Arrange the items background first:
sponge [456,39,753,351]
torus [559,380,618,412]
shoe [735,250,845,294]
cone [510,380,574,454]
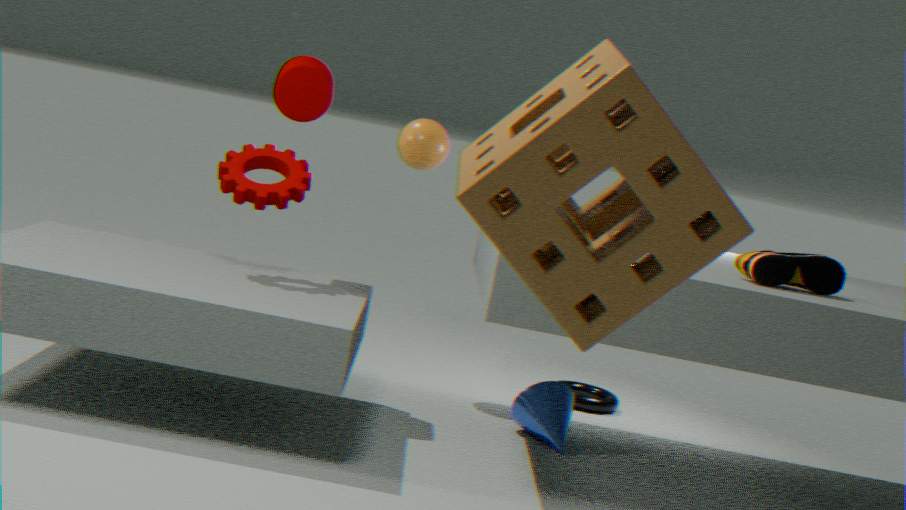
torus [559,380,618,412] < cone [510,380,574,454] < shoe [735,250,845,294] < sponge [456,39,753,351]
